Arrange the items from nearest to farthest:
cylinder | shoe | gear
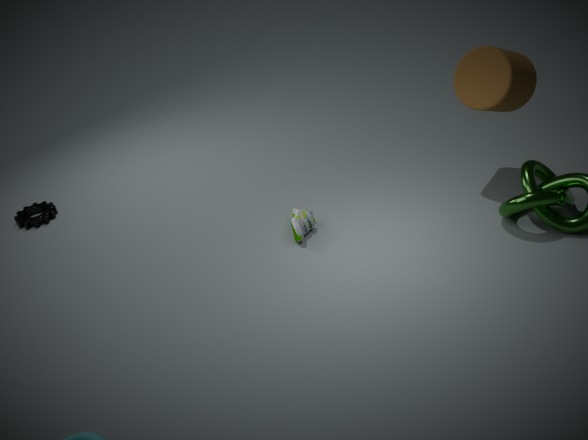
1. cylinder
2. shoe
3. gear
